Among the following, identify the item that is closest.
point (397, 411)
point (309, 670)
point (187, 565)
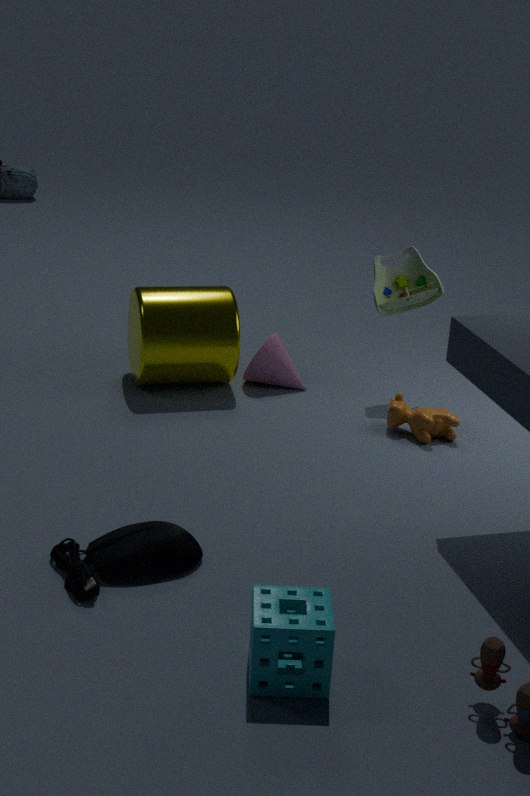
point (309, 670)
